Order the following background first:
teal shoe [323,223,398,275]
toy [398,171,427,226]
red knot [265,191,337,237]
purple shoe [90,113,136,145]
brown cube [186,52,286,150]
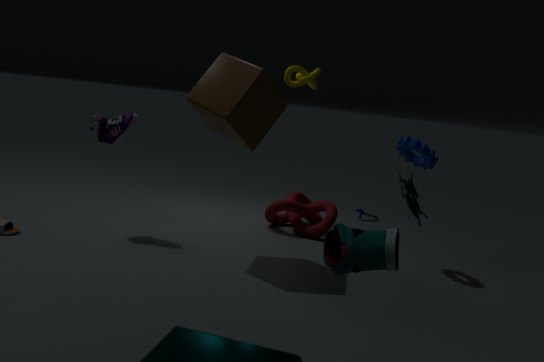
1. red knot [265,191,337,237]
2. purple shoe [90,113,136,145]
3. brown cube [186,52,286,150]
4. toy [398,171,427,226]
5. teal shoe [323,223,398,275]
